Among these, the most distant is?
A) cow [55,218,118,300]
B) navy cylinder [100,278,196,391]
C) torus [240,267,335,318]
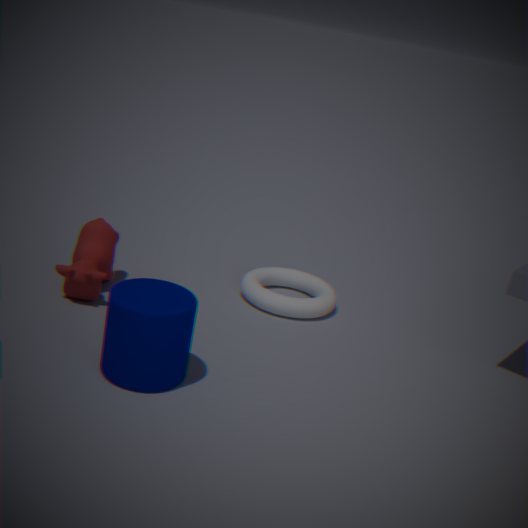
torus [240,267,335,318]
